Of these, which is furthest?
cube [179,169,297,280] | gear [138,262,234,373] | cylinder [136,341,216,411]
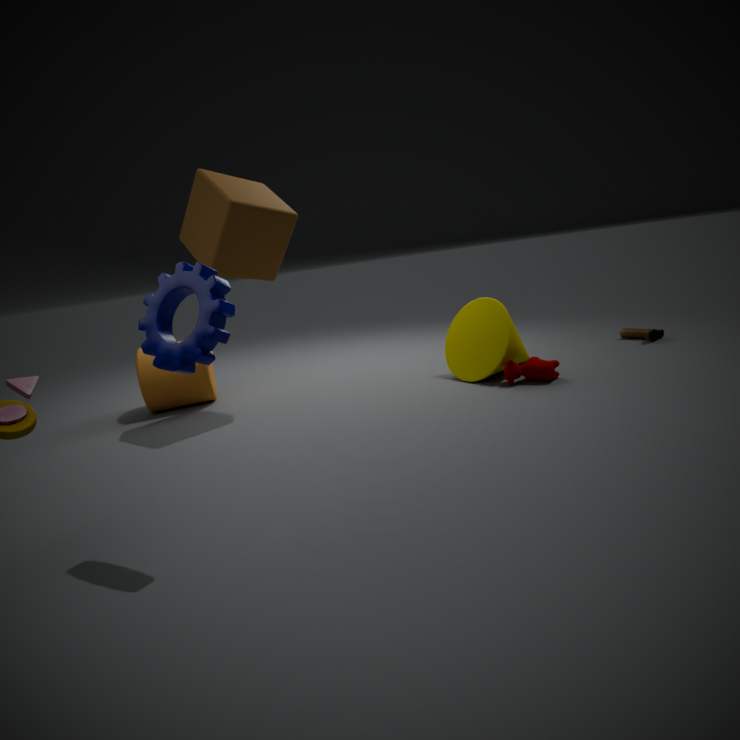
cylinder [136,341,216,411]
